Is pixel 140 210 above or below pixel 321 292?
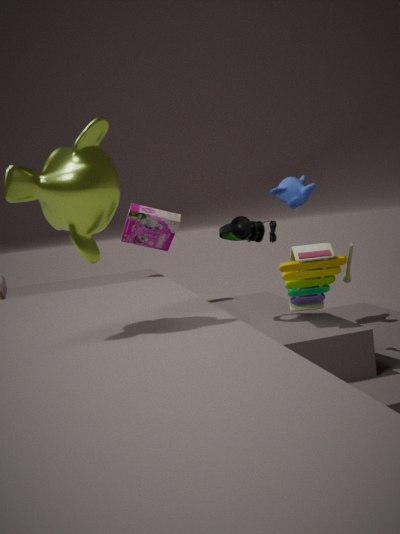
above
